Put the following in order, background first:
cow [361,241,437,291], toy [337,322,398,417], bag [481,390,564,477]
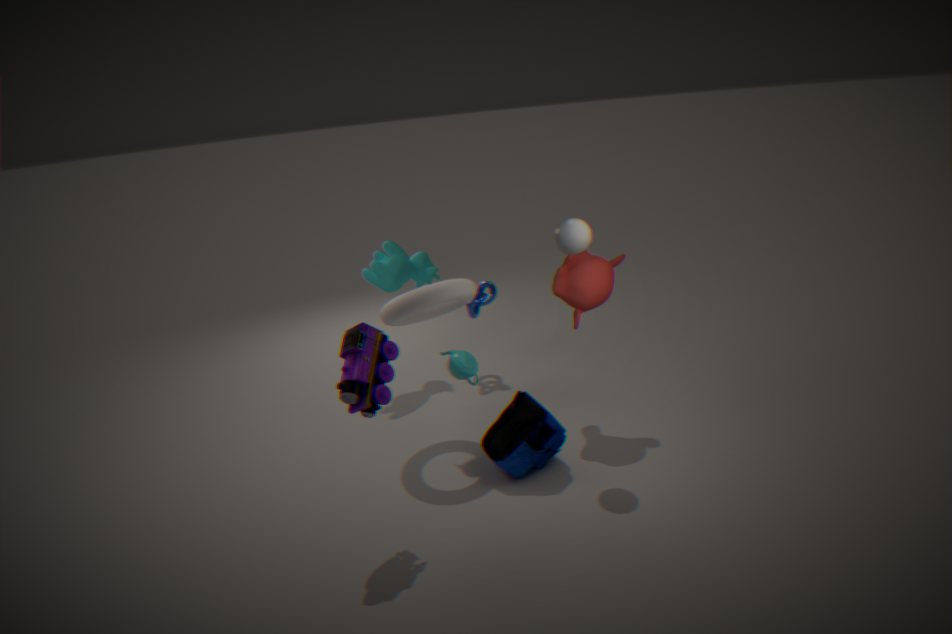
cow [361,241,437,291] < bag [481,390,564,477] < toy [337,322,398,417]
